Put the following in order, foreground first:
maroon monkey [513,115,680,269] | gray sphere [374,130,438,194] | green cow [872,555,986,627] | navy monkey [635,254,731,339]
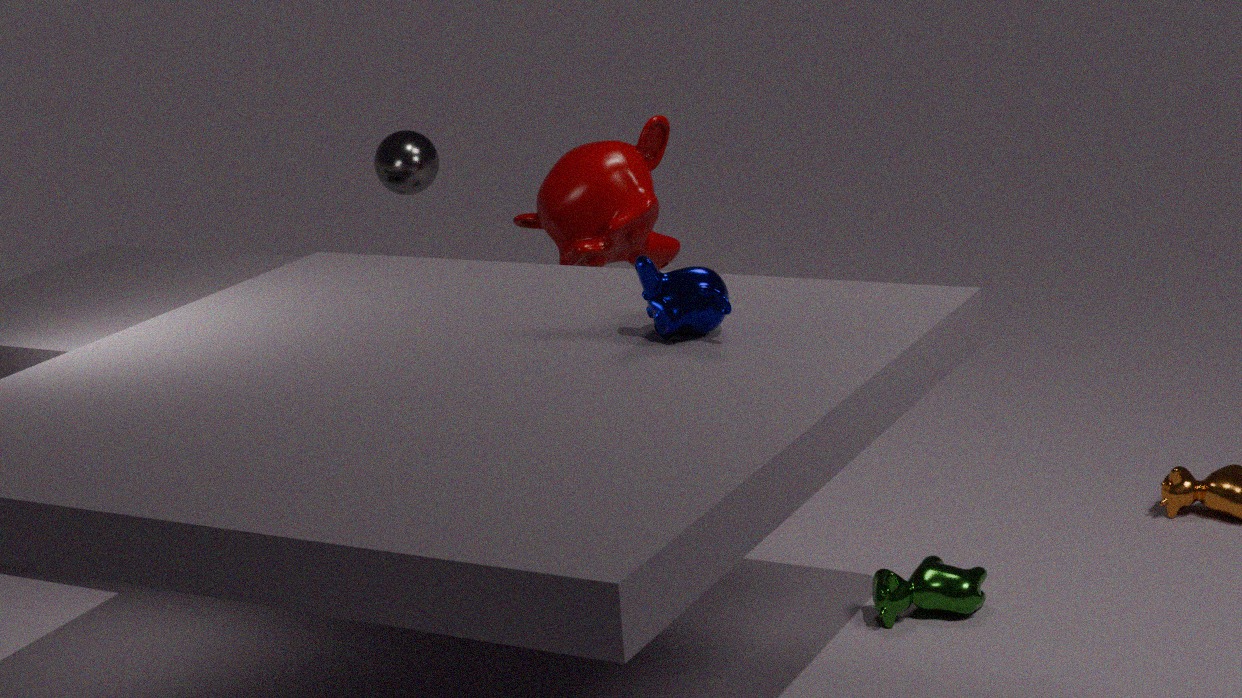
navy monkey [635,254,731,339]
green cow [872,555,986,627]
maroon monkey [513,115,680,269]
gray sphere [374,130,438,194]
